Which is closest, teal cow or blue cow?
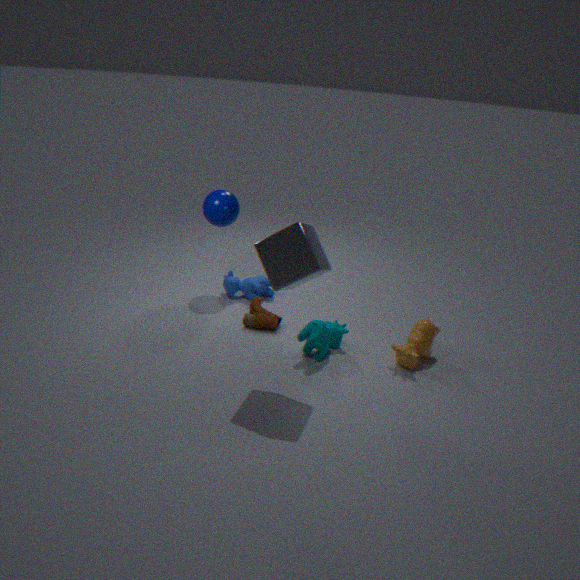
teal cow
